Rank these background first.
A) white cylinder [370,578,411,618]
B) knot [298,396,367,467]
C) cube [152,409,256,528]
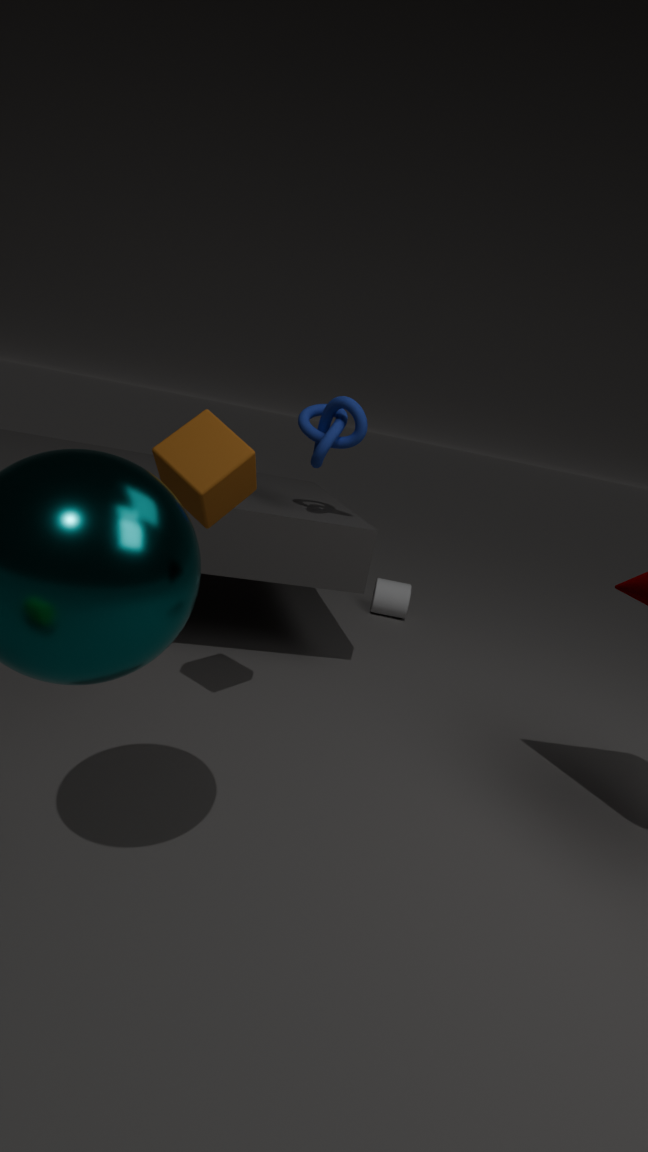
white cylinder [370,578,411,618]
knot [298,396,367,467]
cube [152,409,256,528]
